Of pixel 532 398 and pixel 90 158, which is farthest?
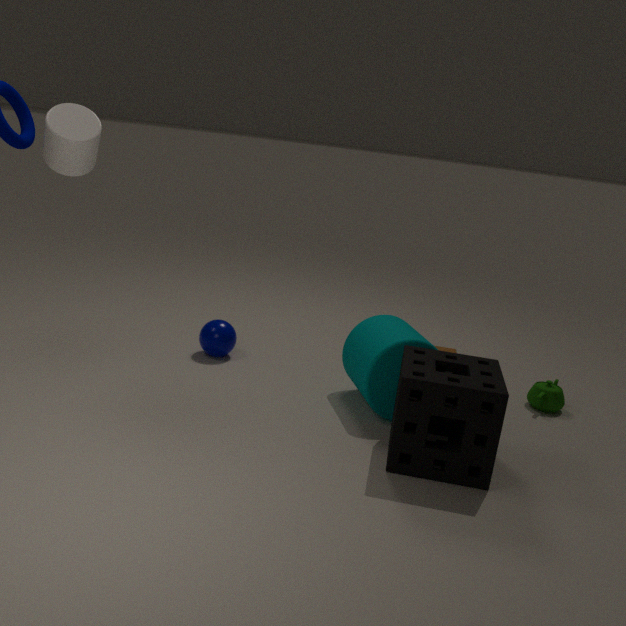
pixel 532 398
